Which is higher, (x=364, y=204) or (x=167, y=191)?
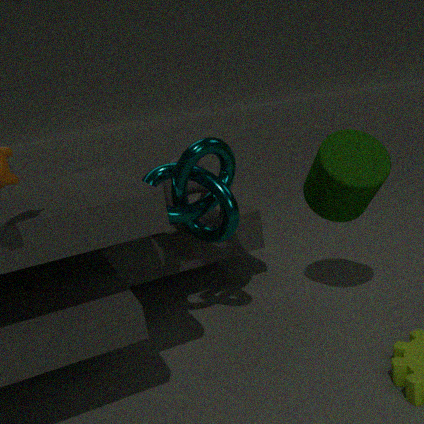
(x=364, y=204)
